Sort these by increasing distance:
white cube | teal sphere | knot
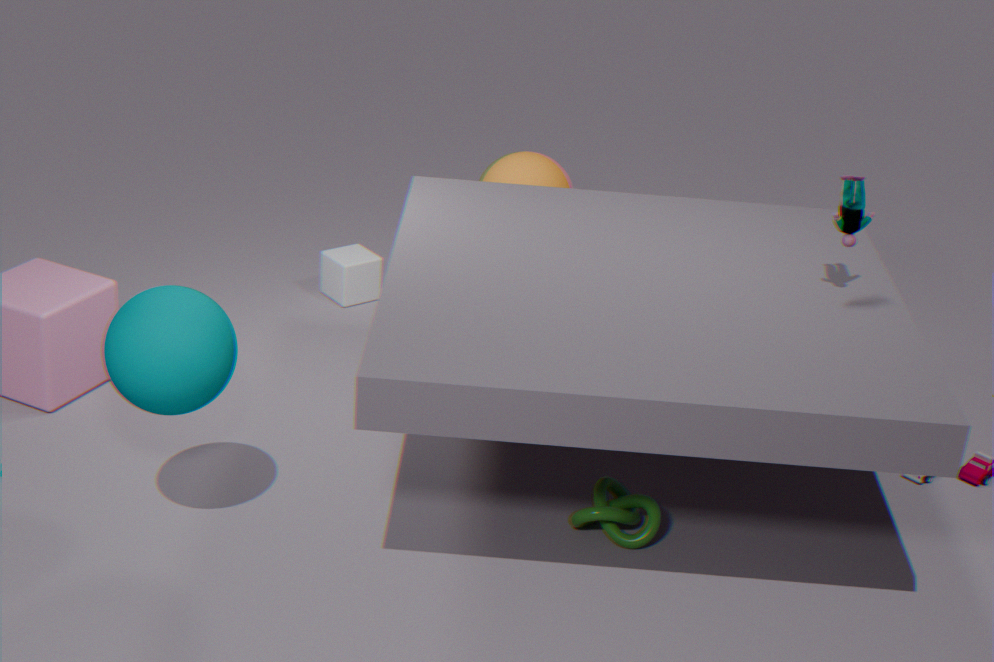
1. teal sphere
2. knot
3. white cube
